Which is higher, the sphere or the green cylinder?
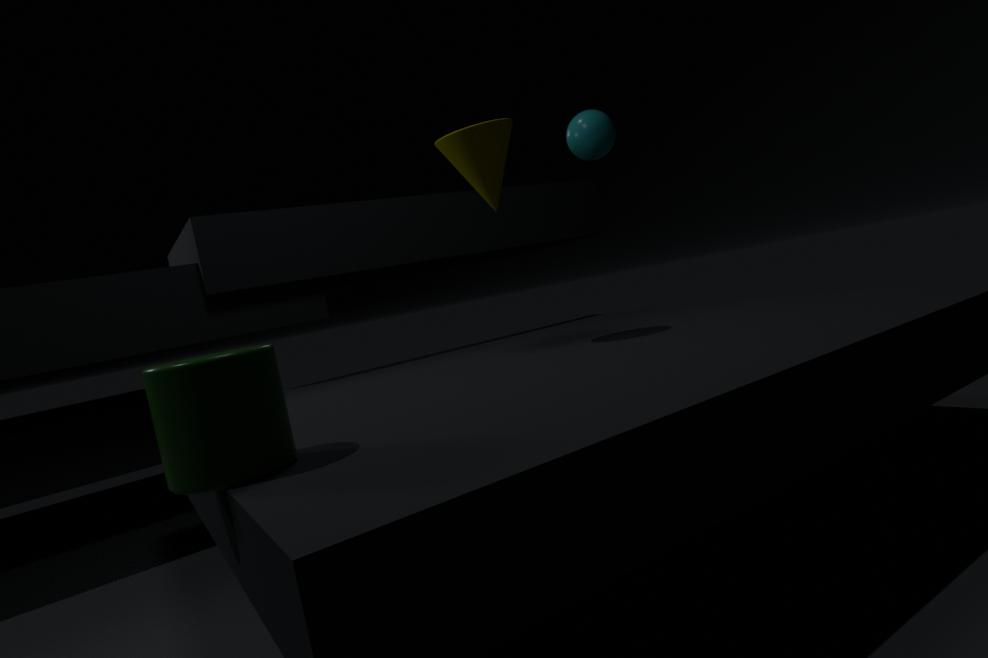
the sphere
